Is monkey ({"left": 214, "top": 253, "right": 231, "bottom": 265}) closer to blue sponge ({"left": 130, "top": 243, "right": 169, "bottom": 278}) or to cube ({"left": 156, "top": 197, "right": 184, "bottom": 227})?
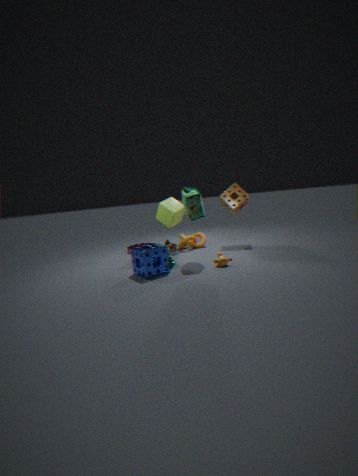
blue sponge ({"left": 130, "top": 243, "right": 169, "bottom": 278})
